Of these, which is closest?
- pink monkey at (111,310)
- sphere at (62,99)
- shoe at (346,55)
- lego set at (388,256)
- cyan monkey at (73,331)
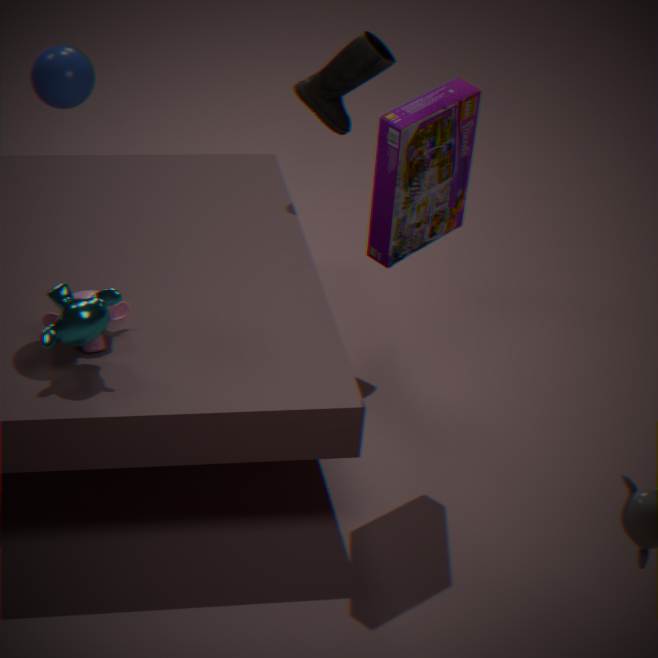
cyan monkey at (73,331)
